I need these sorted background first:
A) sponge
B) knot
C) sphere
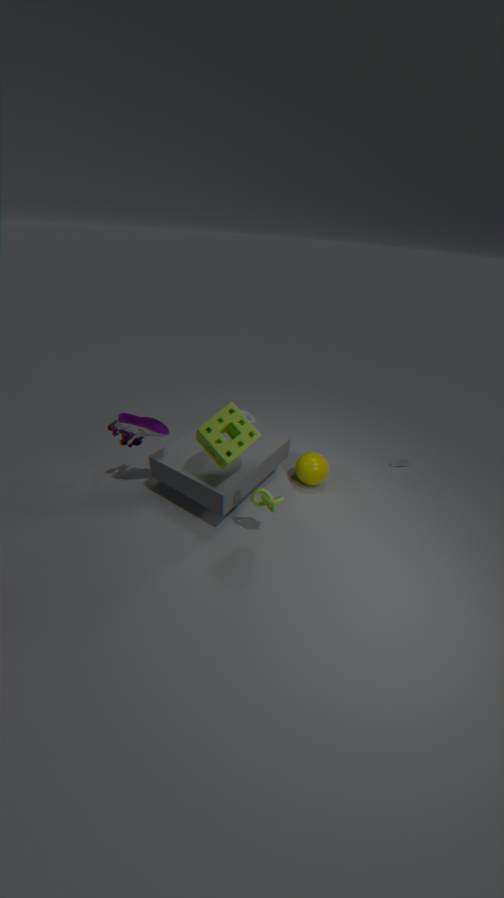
sphere < knot < sponge
